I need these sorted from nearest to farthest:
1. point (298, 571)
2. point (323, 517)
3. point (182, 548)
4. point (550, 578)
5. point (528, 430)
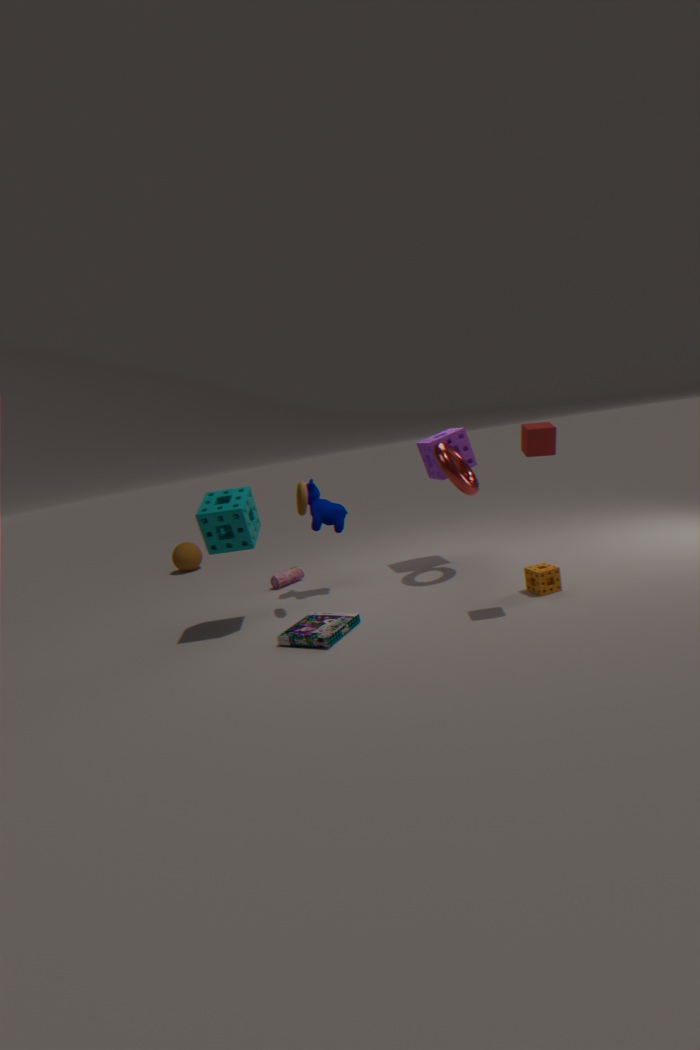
point (528, 430) → point (550, 578) → point (323, 517) → point (298, 571) → point (182, 548)
